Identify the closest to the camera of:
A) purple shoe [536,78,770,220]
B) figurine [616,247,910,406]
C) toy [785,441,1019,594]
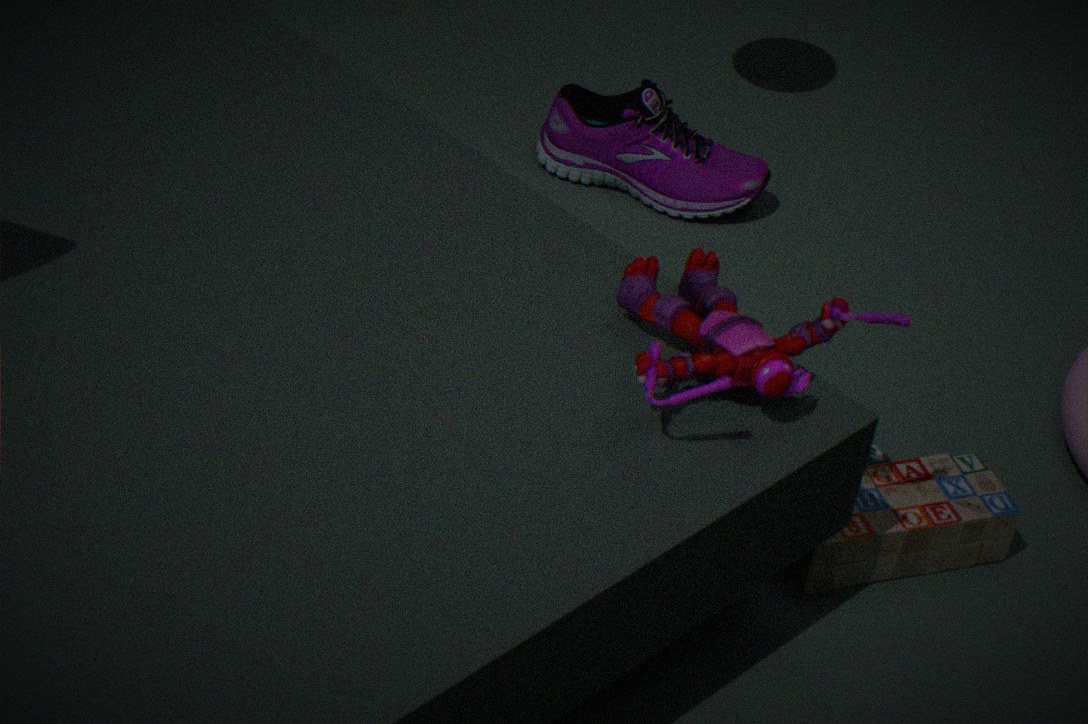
figurine [616,247,910,406]
